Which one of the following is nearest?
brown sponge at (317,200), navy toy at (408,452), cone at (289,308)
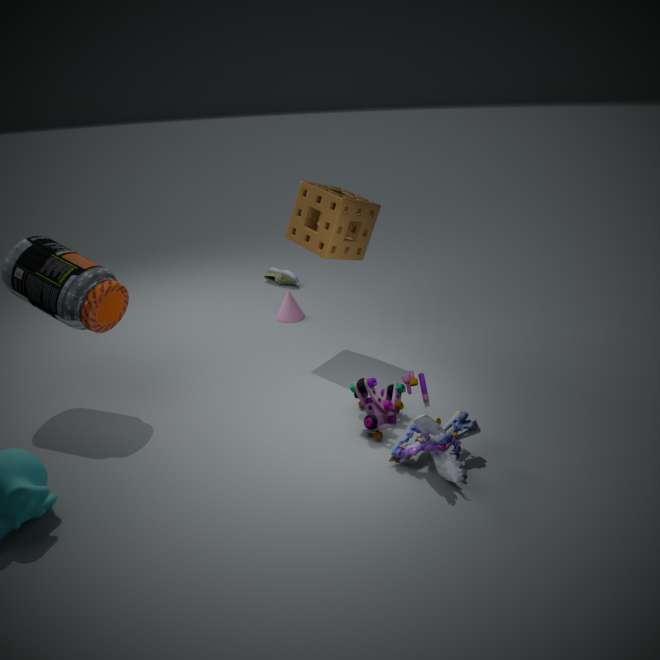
navy toy at (408,452)
